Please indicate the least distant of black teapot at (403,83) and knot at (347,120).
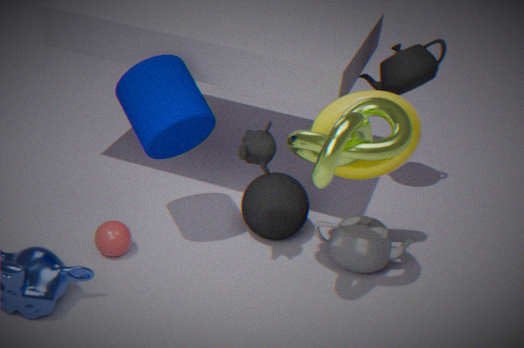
knot at (347,120)
